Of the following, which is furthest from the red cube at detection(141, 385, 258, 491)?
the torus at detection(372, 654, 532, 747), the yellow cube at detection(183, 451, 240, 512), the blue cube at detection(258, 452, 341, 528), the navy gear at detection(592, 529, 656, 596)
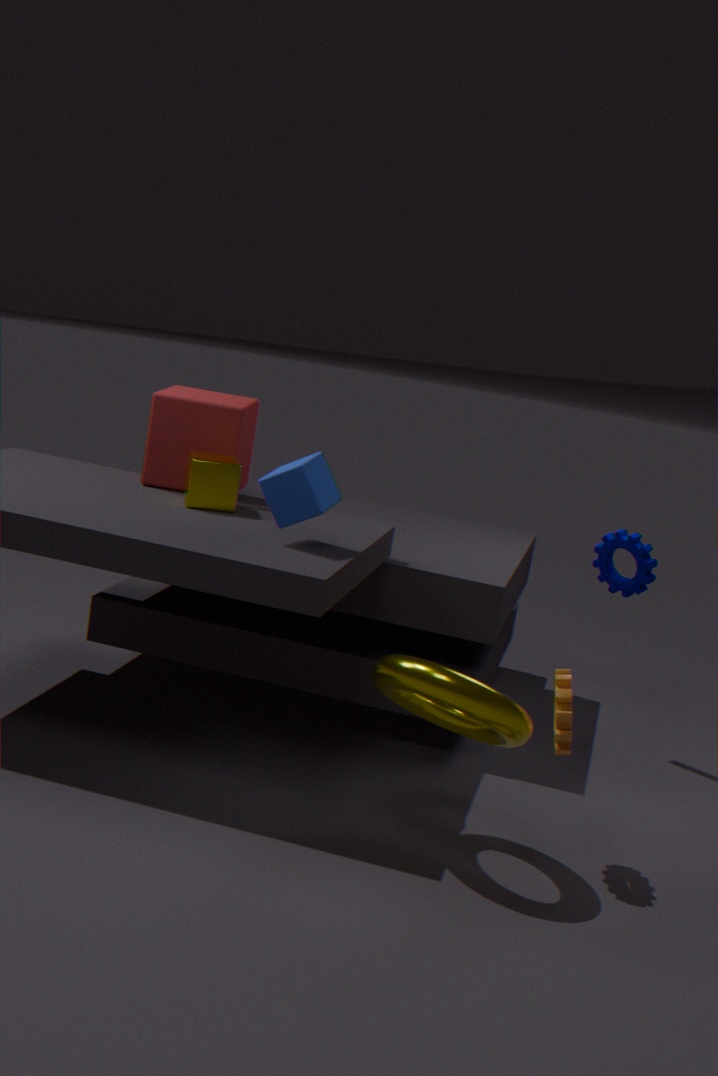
the navy gear at detection(592, 529, 656, 596)
